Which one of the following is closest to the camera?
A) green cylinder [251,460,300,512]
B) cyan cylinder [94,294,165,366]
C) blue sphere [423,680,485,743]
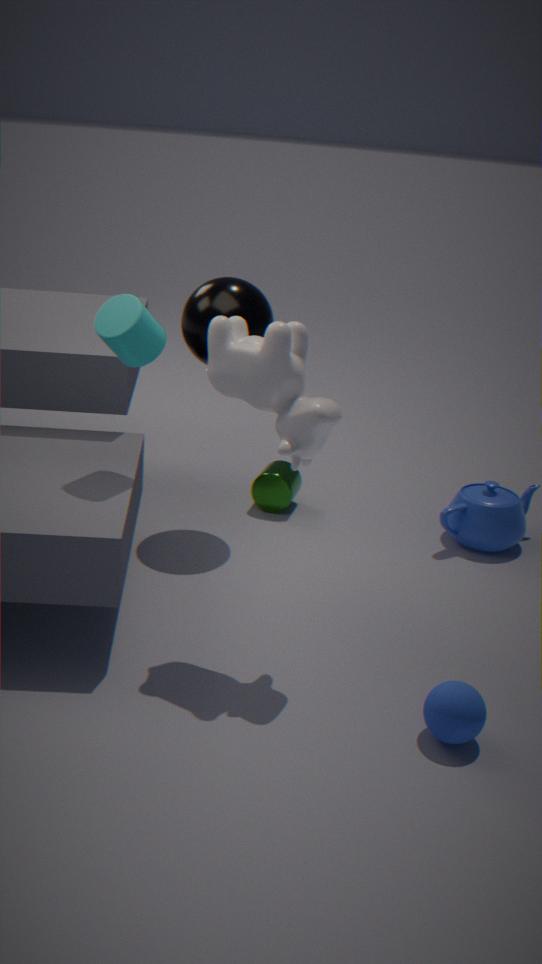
blue sphere [423,680,485,743]
